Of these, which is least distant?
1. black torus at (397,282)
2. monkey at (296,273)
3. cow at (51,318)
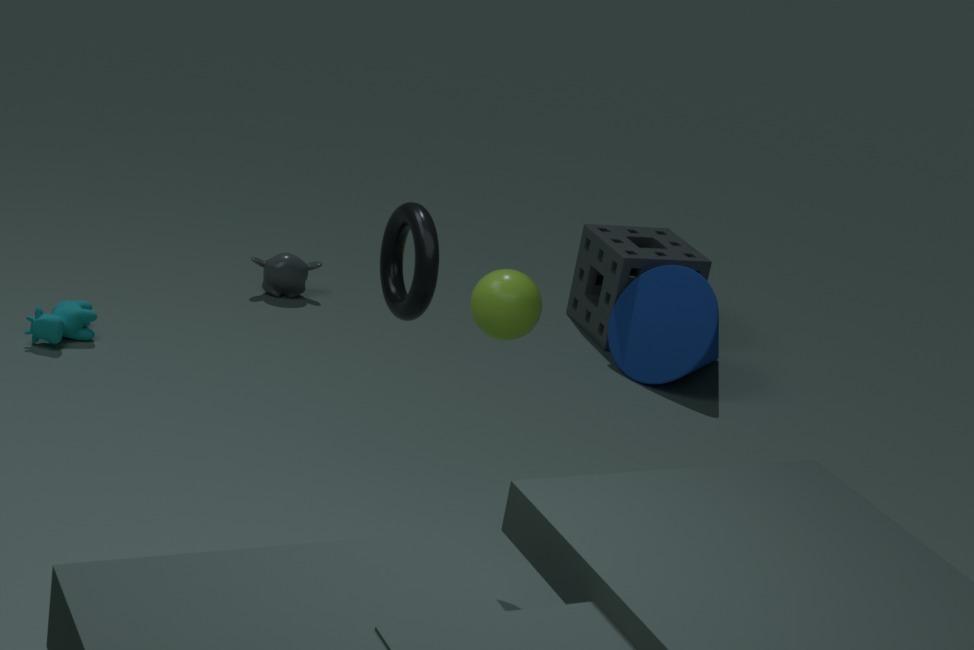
black torus at (397,282)
